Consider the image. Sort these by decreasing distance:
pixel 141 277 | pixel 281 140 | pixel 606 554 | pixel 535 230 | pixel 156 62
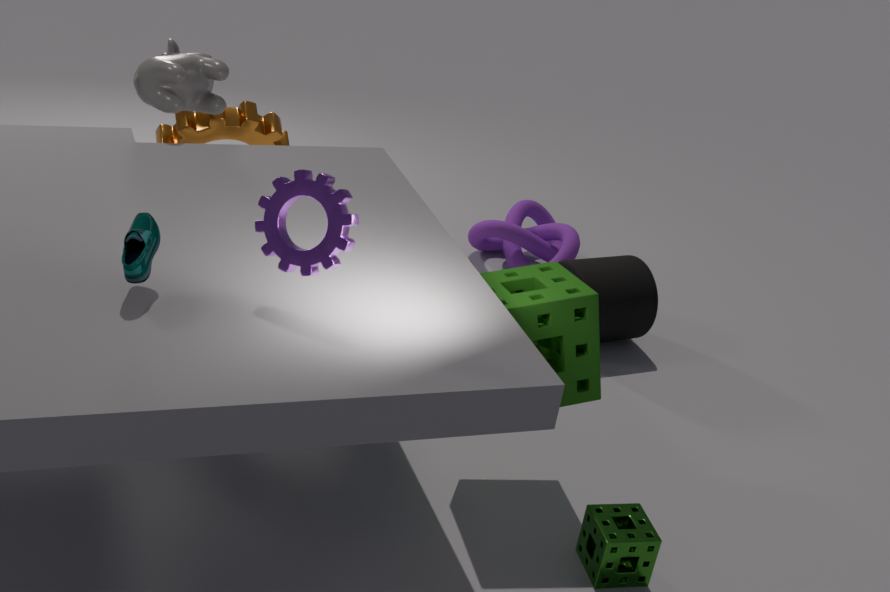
pixel 535 230 → pixel 281 140 → pixel 156 62 → pixel 606 554 → pixel 141 277
